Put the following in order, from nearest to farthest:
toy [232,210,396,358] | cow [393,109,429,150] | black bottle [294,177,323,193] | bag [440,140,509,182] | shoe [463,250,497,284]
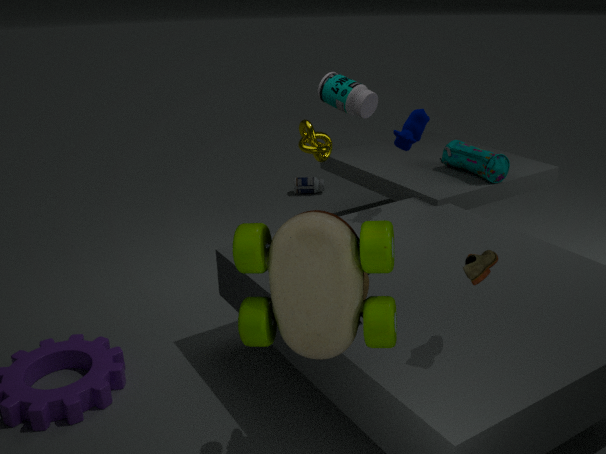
1. toy [232,210,396,358]
2. shoe [463,250,497,284]
3. cow [393,109,429,150]
4. bag [440,140,509,182]
5. black bottle [294,177,323,193]
